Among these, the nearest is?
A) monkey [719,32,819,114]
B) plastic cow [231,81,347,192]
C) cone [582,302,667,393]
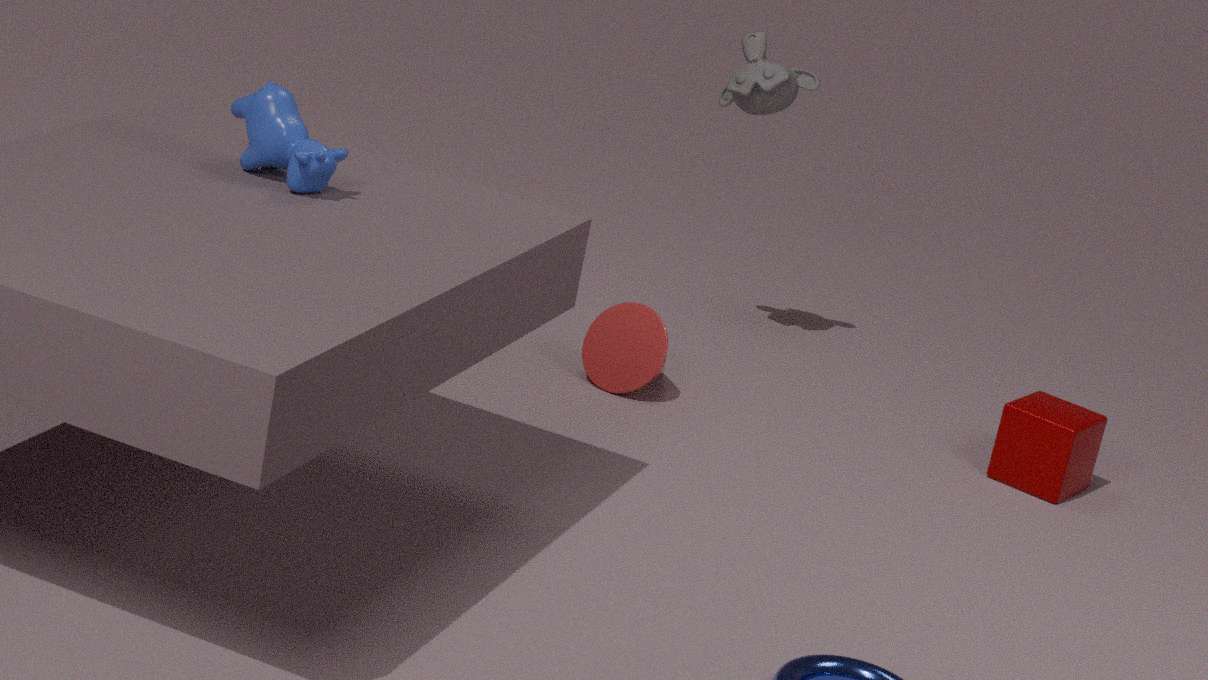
plastic cow [231,81,347,192]
